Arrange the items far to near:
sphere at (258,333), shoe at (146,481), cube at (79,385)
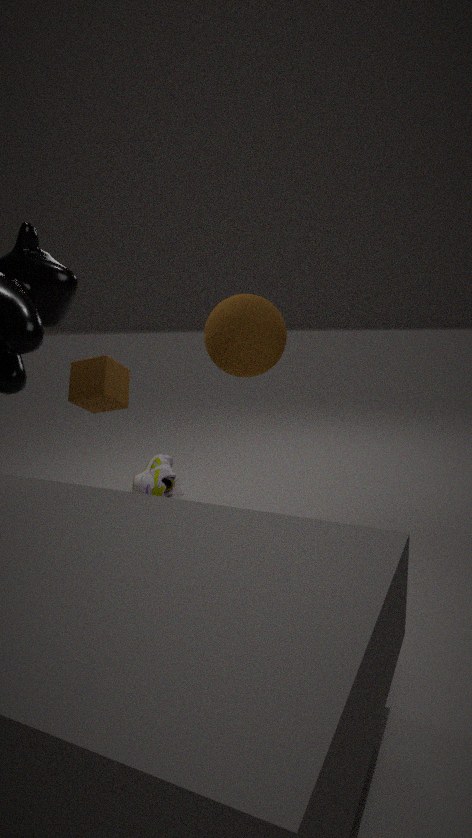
1. shoe at (146,481)
2. sphere at (258,333)
3. cube at (79,385)
